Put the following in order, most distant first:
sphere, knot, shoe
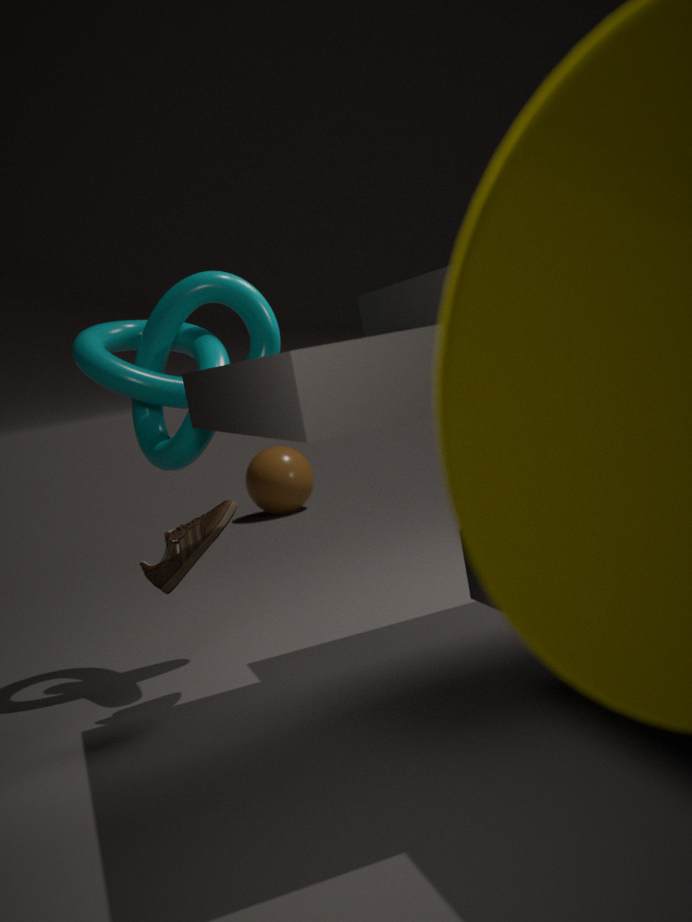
sphere, knot, shoe
